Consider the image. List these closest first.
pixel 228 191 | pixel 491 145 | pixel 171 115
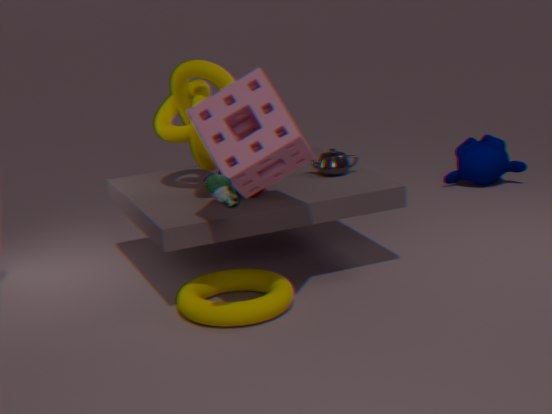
pixel 228 191 → pixel 171 115 → pixel 491 145
